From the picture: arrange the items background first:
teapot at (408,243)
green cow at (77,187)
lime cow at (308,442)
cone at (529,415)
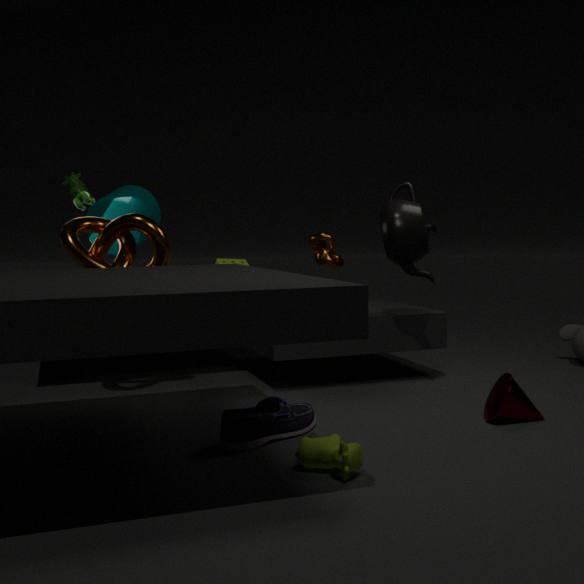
1. green cow at (77,187)
2. teapot at (408,243)
3. cone at (529,415)
4. lime cow at (308,442)
